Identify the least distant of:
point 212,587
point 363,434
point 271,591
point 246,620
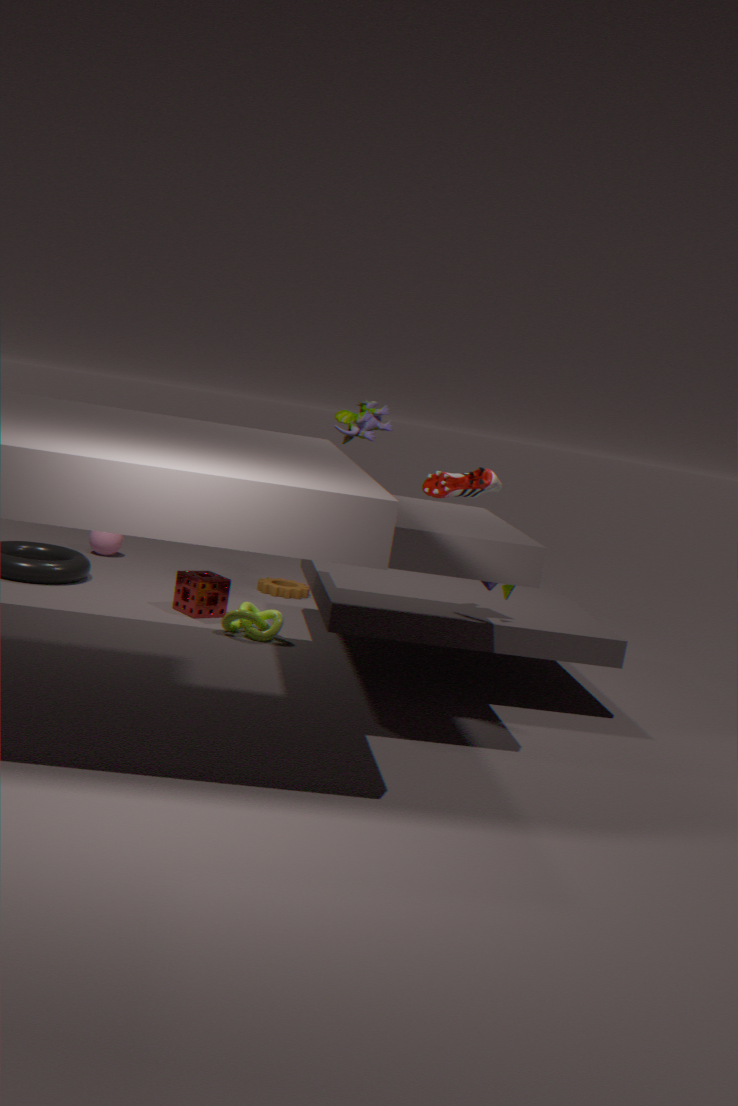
point 246,620
